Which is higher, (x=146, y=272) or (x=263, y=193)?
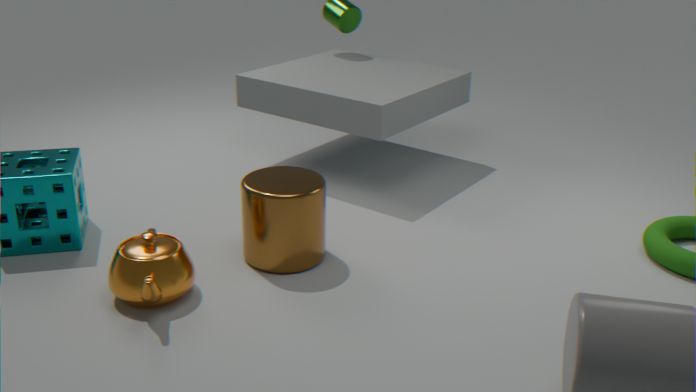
(x=263, y=193)
